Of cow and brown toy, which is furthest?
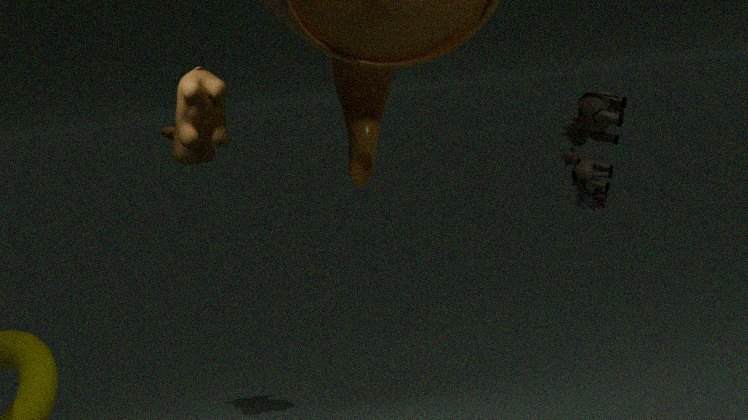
cow
